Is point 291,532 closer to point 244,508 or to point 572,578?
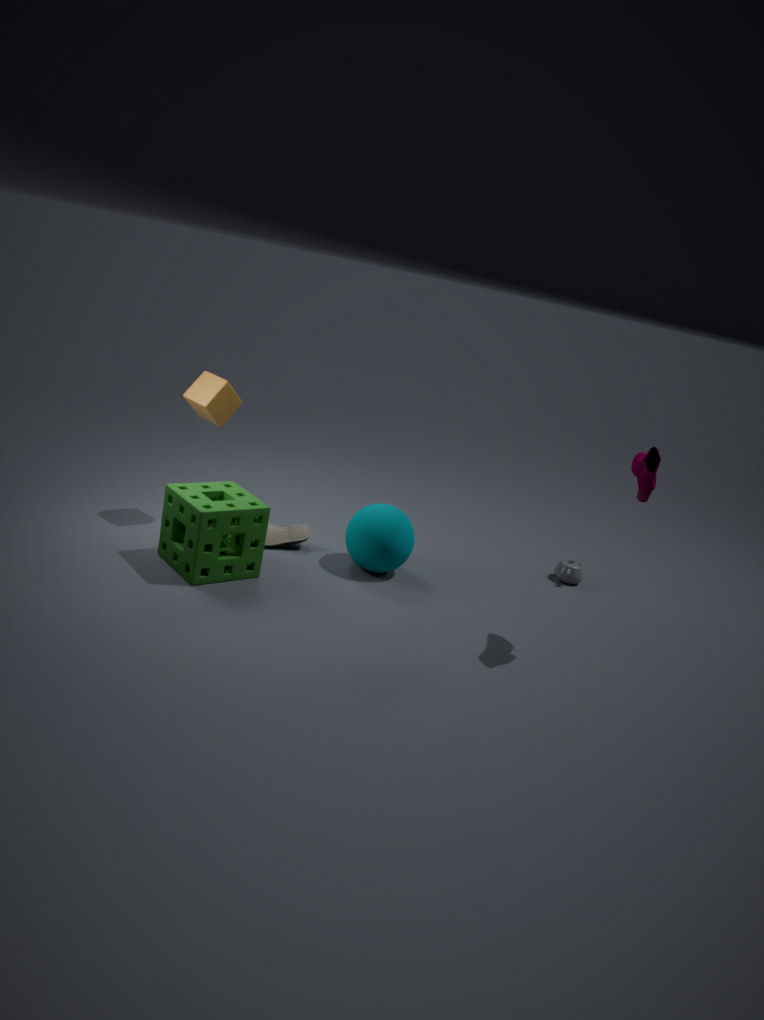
point 244,508
